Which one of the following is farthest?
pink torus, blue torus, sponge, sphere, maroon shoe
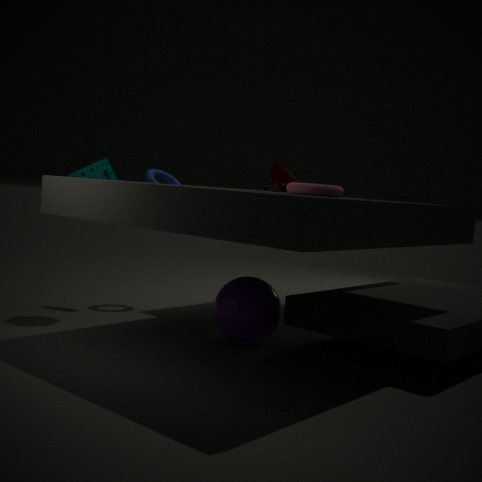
blue torus
